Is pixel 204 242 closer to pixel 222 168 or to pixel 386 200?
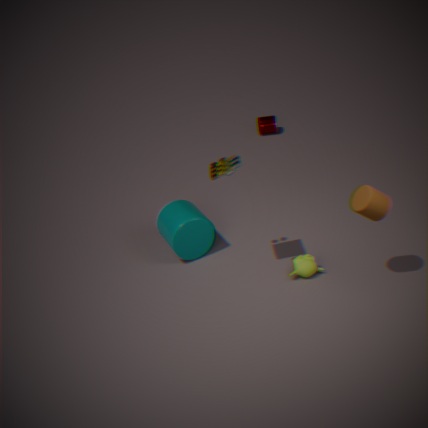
pixel 222 168
